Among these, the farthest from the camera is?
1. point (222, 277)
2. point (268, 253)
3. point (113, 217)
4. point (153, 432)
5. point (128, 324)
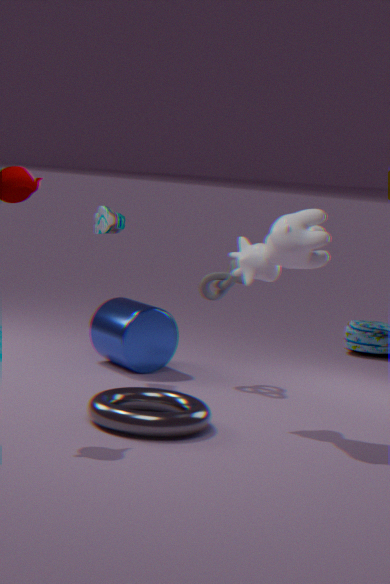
point (222, 277)
